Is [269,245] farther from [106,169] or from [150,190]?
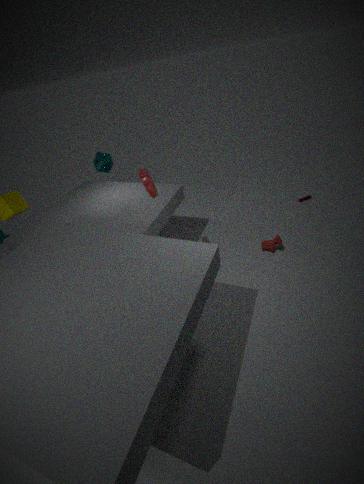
[106,169]
